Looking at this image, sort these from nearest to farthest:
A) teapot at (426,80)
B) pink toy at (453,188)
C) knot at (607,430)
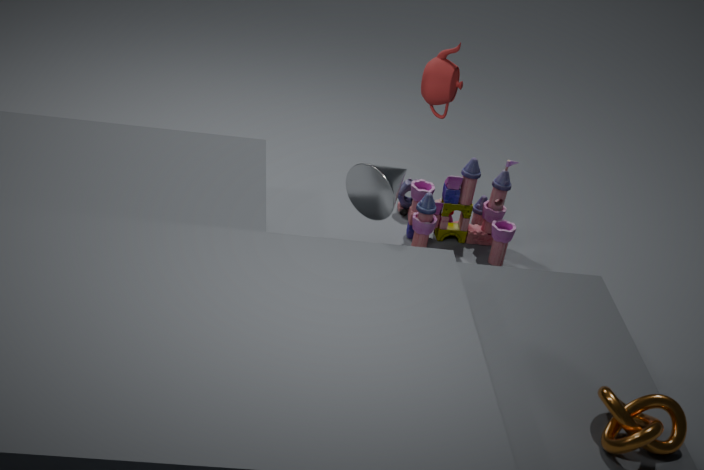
knot at (607,430)
teapot at (426,80)
pink toy at (453,188)
